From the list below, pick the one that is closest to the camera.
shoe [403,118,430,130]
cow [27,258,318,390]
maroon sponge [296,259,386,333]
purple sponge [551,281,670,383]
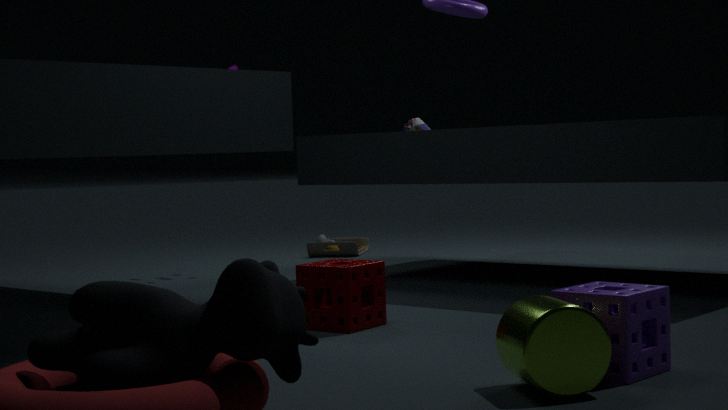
cow [27,258,318,390]
